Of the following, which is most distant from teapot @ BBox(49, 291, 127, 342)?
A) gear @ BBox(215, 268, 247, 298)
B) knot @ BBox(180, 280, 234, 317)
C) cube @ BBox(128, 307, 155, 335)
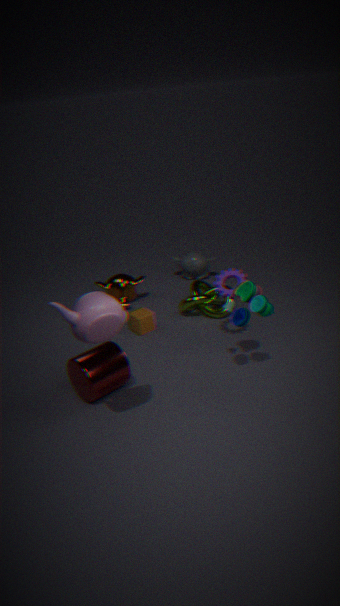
knot @ BBox(180, 280, 234, 317)
